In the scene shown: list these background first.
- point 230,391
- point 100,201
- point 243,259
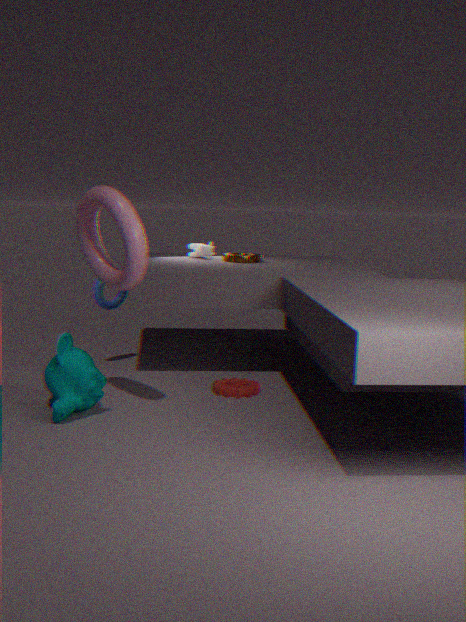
point 243,259
point 230,391
point 100,201
